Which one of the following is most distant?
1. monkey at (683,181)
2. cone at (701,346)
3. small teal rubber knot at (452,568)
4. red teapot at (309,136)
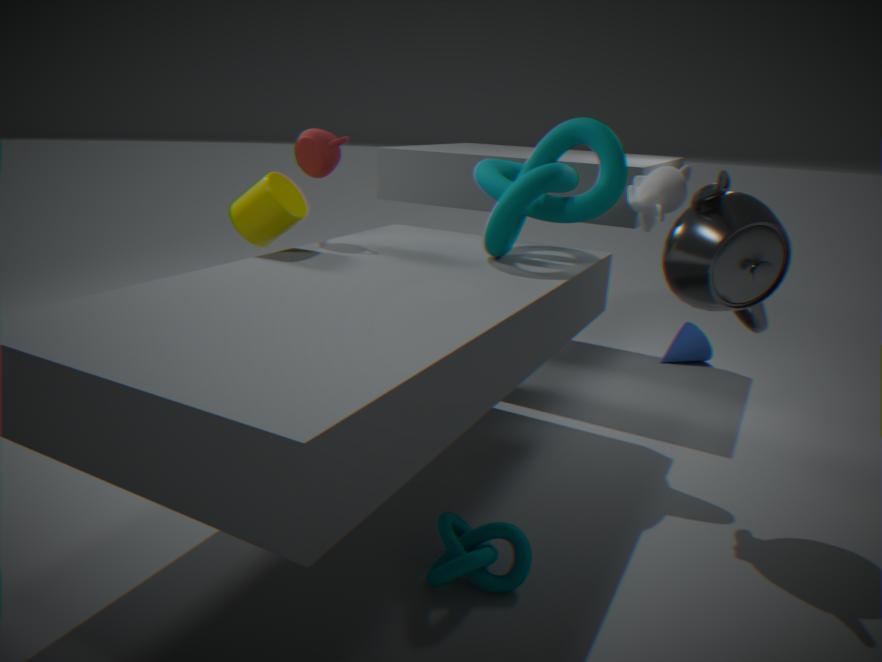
cone at (701,346)
